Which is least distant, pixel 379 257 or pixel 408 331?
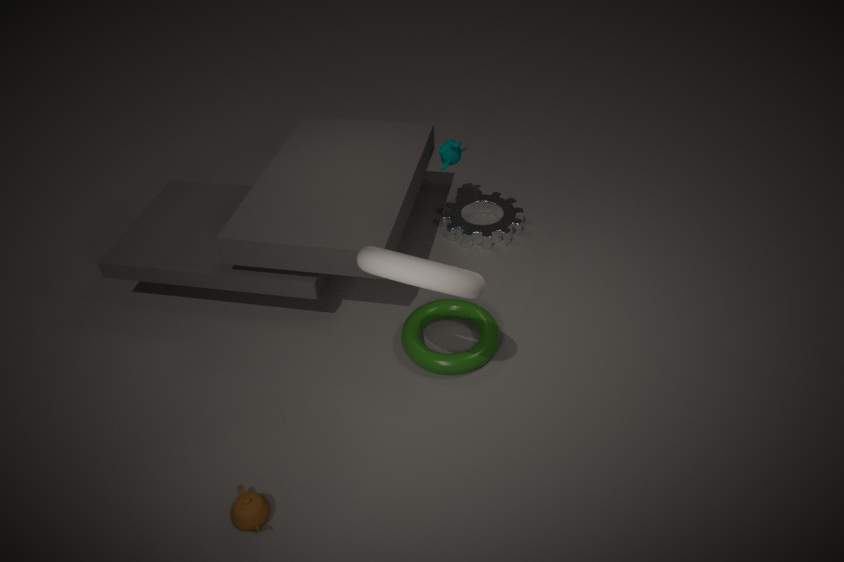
pixel 379 257
